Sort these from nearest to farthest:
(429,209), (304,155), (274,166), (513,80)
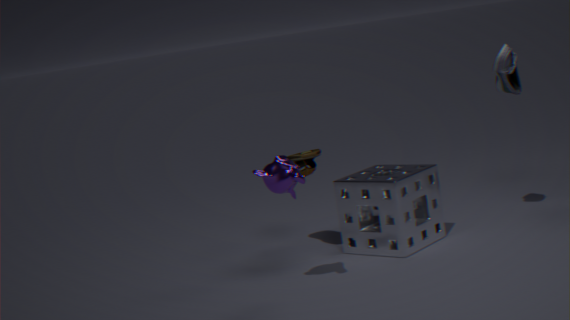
(274,166), (304,155), (429,209), (513,80)
